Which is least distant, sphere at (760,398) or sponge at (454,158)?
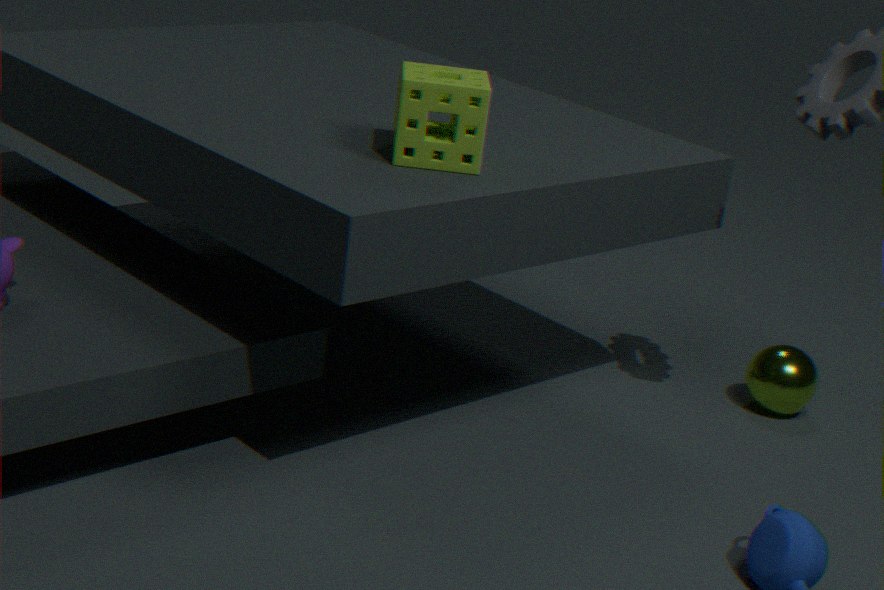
sponge at (454,158)
